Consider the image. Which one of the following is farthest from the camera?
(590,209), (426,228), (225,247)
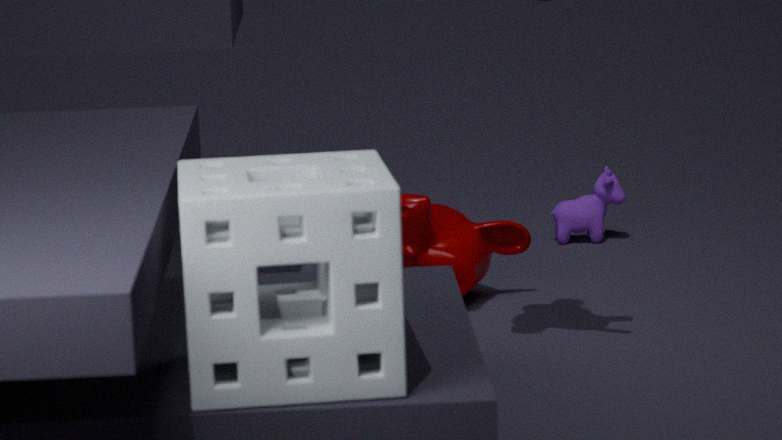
(590,209)
